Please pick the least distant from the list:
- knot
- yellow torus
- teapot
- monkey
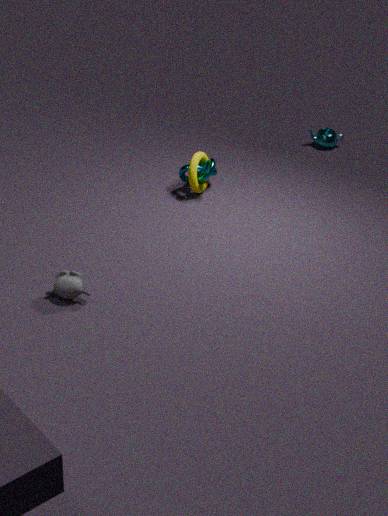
monkey
